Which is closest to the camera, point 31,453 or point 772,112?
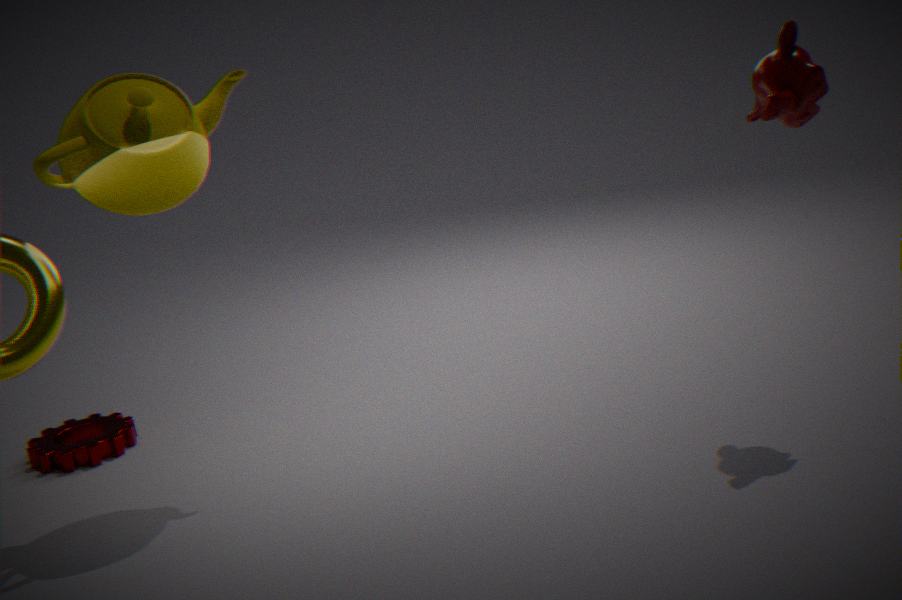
point 772,112
